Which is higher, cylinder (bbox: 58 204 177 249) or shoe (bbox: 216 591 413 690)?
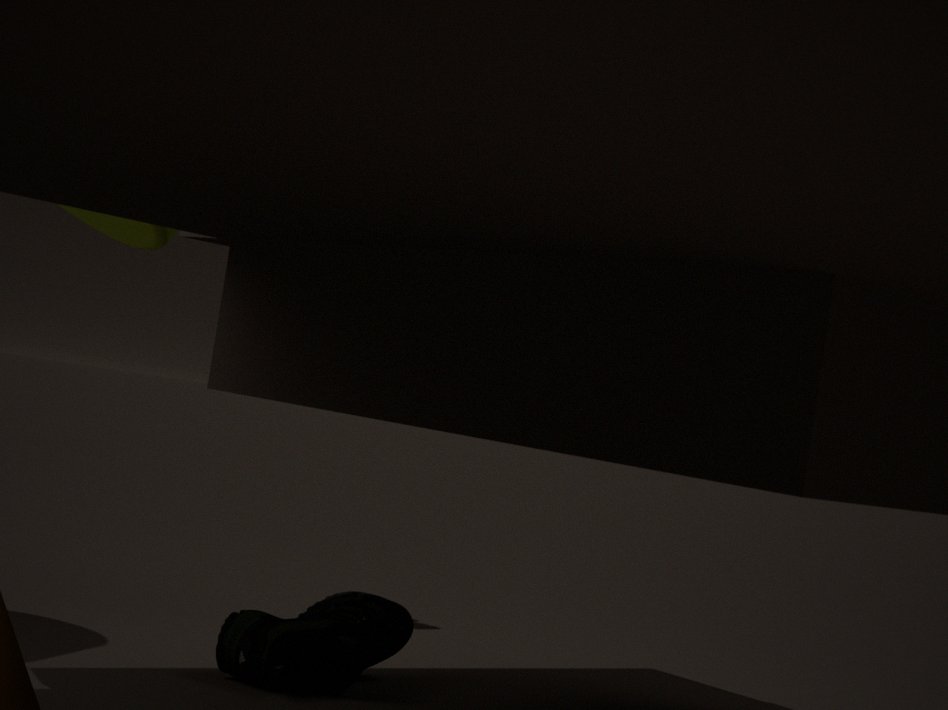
cylinder (bbox: 58 204 177 249)
